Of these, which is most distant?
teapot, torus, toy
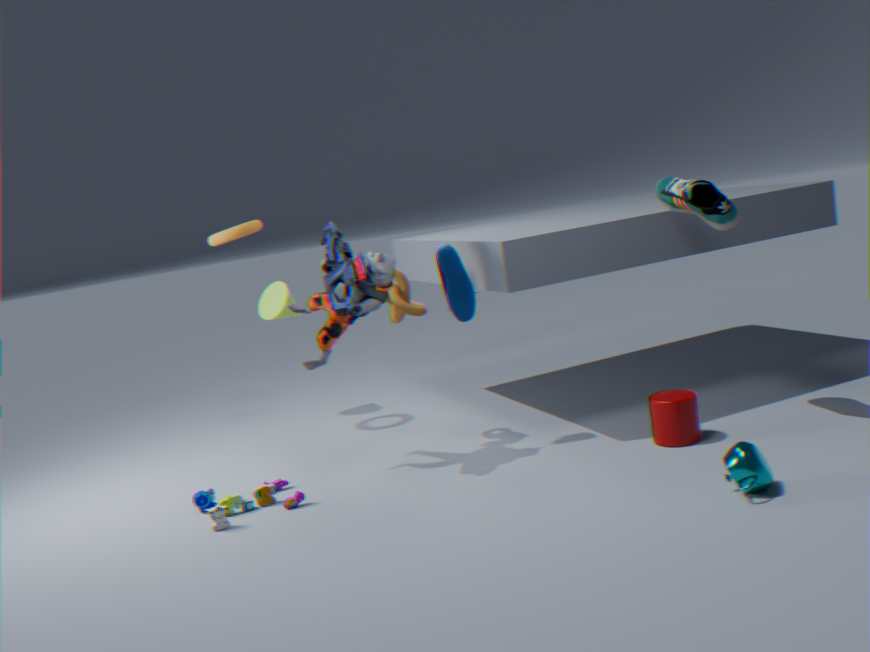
torus
